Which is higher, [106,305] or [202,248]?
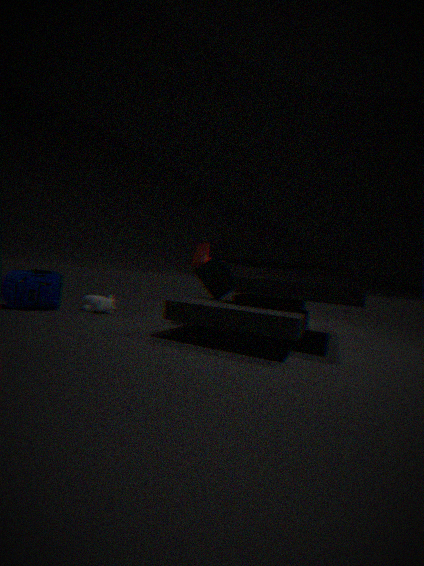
[202,248]
